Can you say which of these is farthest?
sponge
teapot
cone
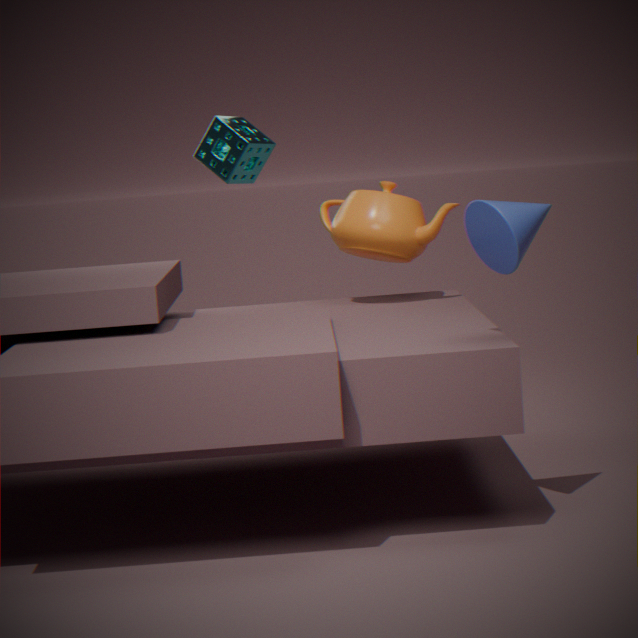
sponge
